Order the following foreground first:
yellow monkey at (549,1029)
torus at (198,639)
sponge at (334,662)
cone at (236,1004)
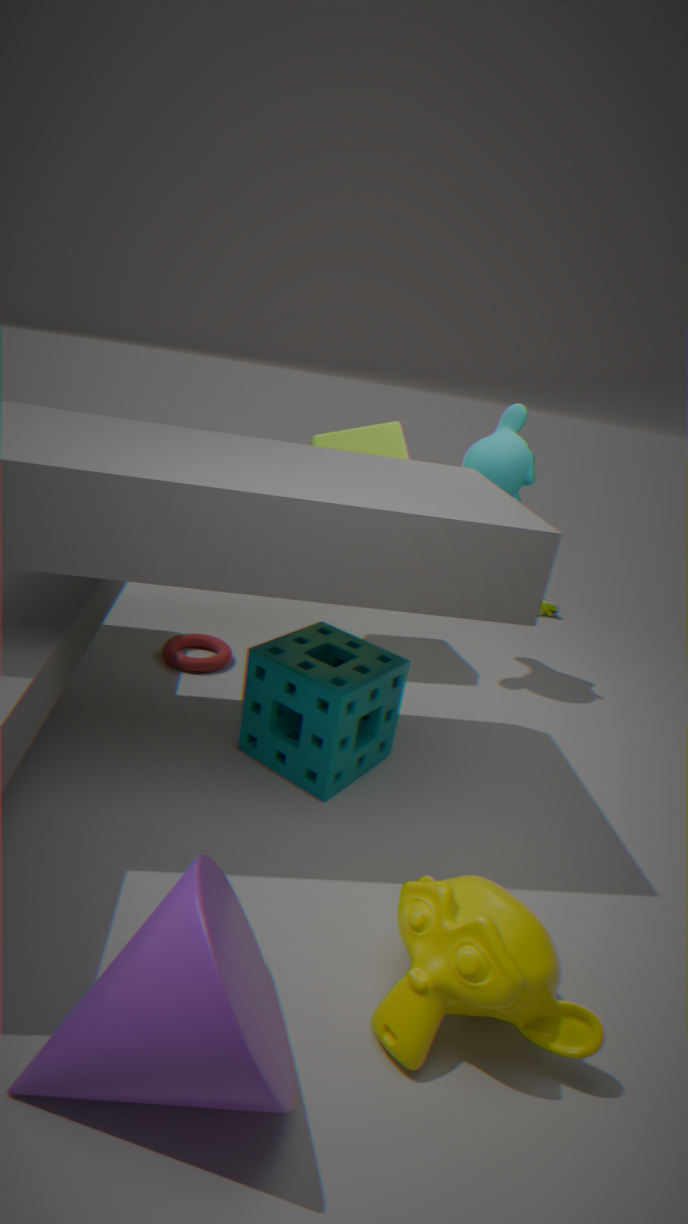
cone at (236,1004) → yellow monkey at (549,1029) → sponge at (334,662) → torus at (198,639)
